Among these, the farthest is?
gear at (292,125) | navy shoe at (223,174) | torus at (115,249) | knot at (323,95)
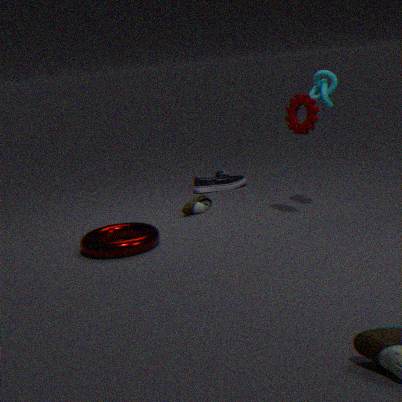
navy shoe at (223,174)
